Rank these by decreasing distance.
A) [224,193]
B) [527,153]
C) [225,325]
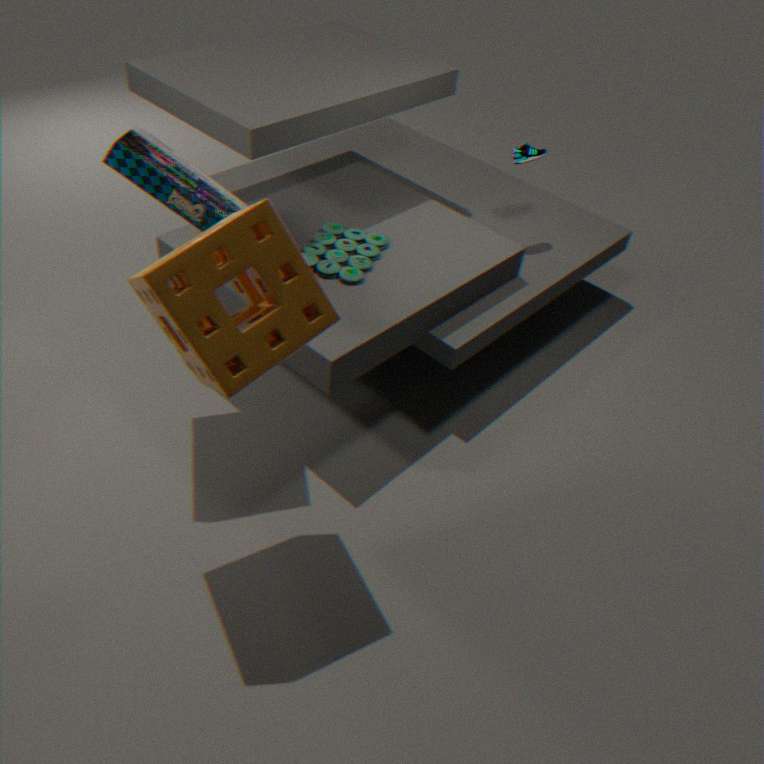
[527,153], [224,193], [225,325]
